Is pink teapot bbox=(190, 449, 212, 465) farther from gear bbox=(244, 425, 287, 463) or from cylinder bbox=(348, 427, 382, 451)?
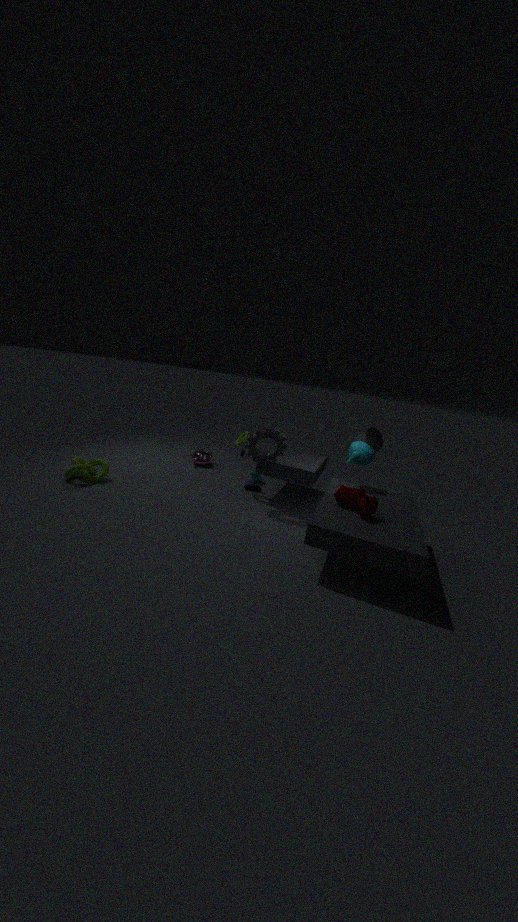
cylinder bbox=(348, 427, 382, 451)
